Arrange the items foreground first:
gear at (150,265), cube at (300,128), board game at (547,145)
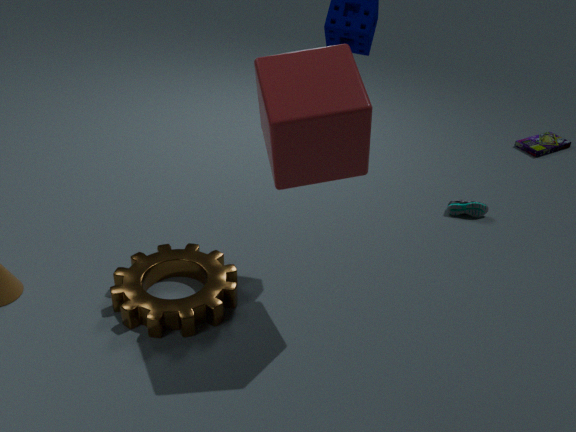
cube at (300,128) → gear at (150,265) → board game at (547,145)
